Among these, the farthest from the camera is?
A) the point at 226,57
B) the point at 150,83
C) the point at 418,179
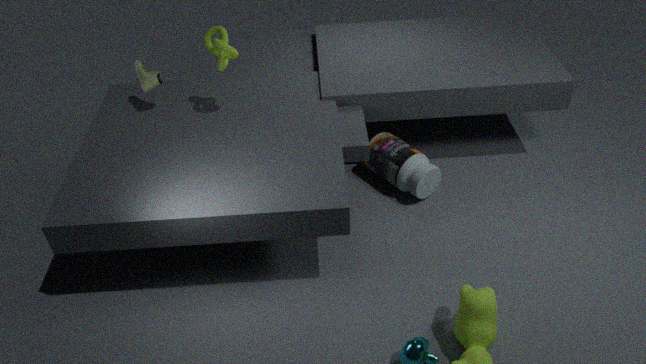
the point at 418,179
